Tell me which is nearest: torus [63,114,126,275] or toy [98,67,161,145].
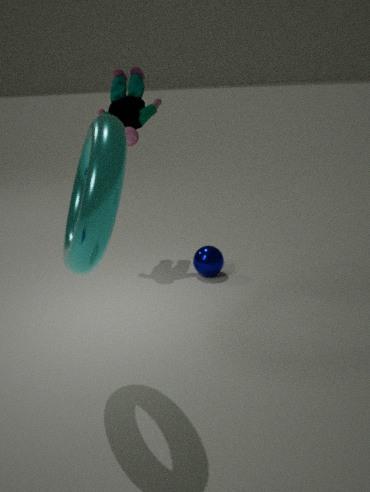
torus [63,114,126,275]
